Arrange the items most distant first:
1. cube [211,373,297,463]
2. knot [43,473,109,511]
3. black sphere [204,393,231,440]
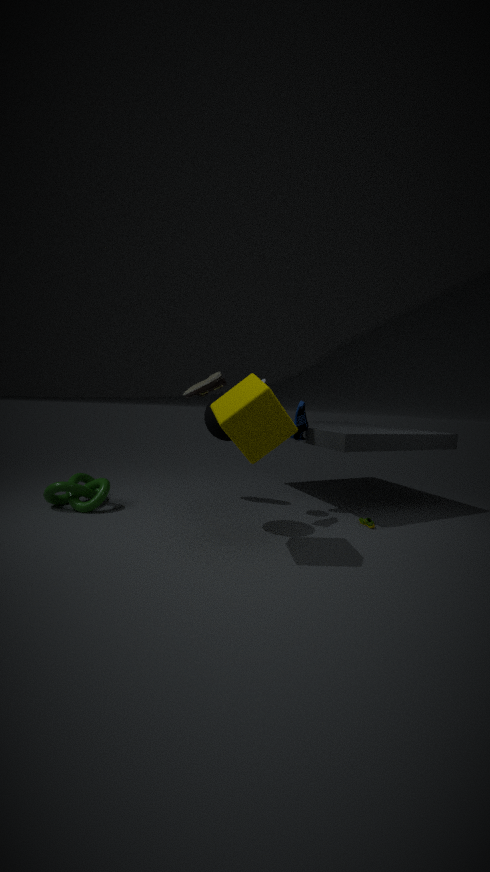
knot [43,473,109,511] → black sphere [204,393,231,440] → cube [211,373,297,463]
